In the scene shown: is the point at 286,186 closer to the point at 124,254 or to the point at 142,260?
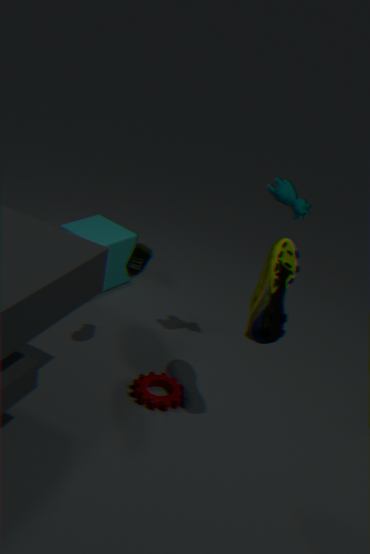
the point at 142,260
